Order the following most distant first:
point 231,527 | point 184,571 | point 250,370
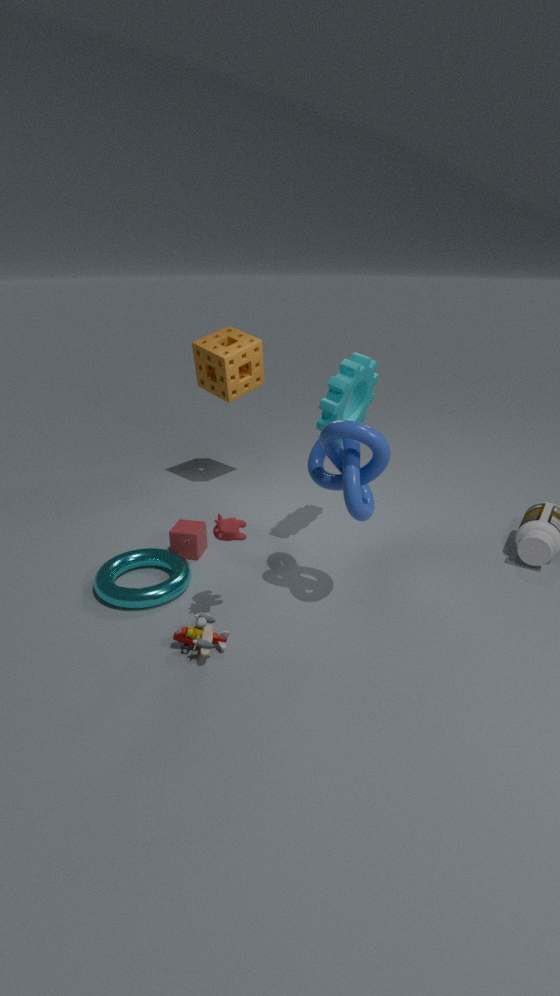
point 250,370 → point 184,571 → point 231,527
